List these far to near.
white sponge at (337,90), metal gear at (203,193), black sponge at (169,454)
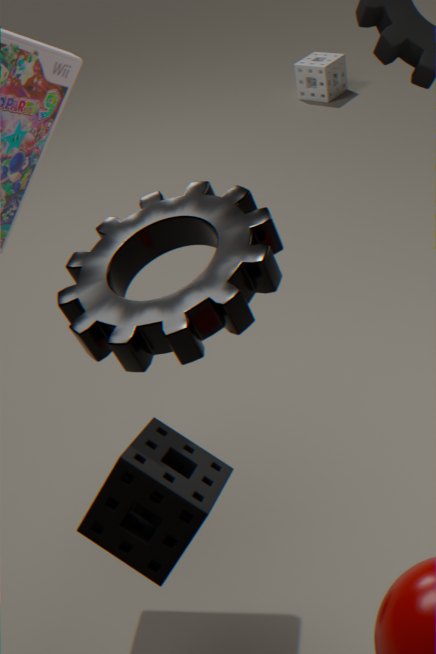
white sponge at (337,90) < black sponge at (169,454) < metal gear at (203,193)
